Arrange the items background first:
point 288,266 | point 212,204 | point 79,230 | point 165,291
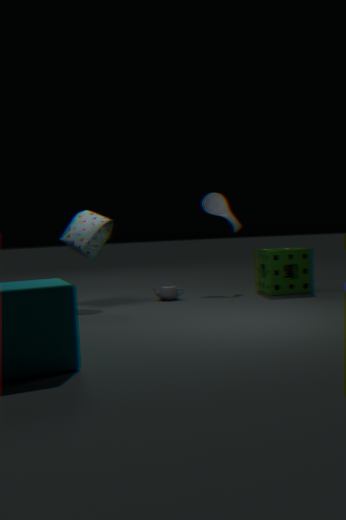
point 212,204, point 288,266, point 165,291, point 79,230
